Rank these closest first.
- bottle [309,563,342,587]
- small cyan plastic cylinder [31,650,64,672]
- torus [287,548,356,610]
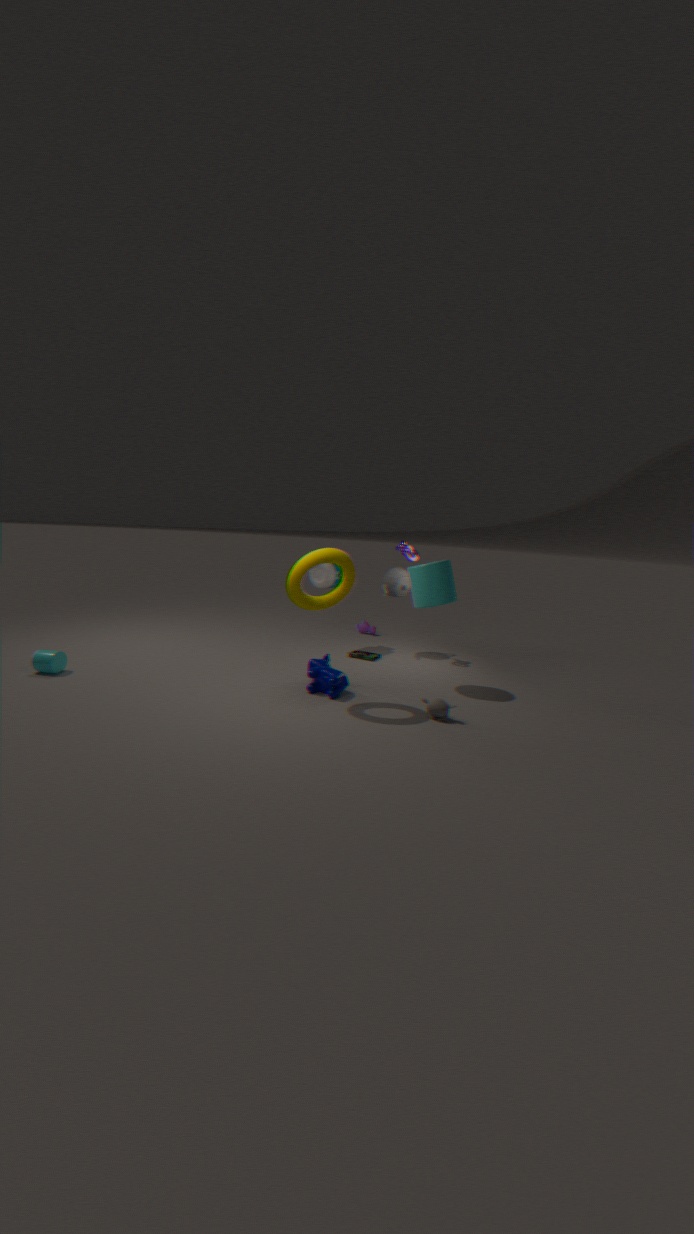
torus [287,548,356,610], small cyan plastic cylinder [31,650,64,672], bottle [309,563,342,587]
